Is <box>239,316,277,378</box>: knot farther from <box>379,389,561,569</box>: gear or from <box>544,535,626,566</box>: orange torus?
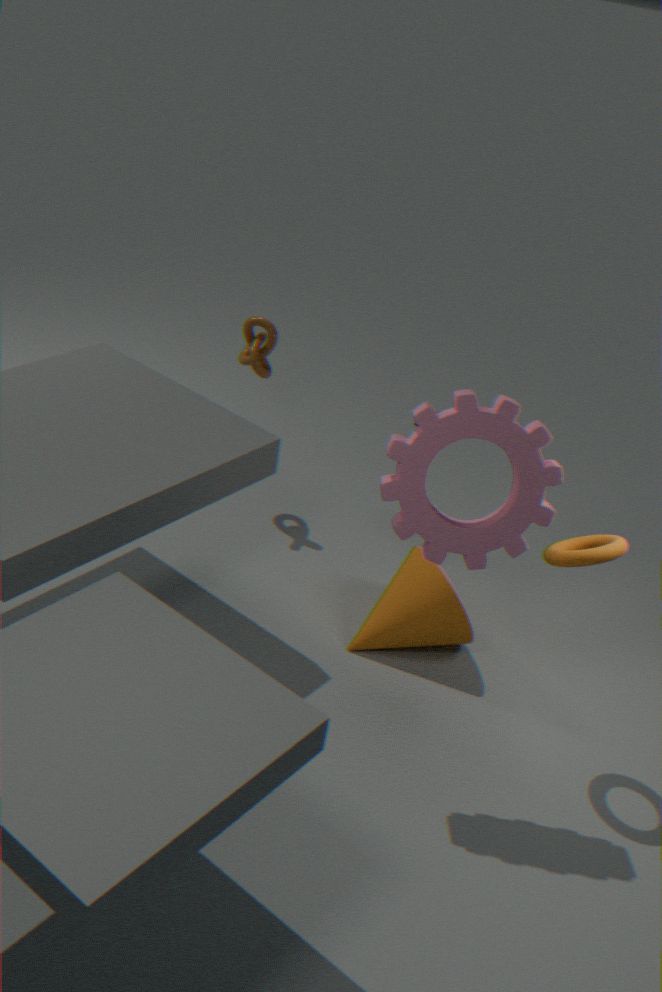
<box>544,535,626,566</box>: orange torus
